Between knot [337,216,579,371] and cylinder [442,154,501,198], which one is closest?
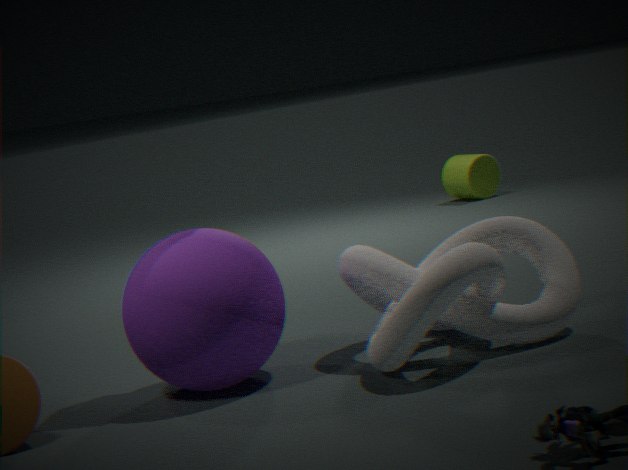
knot [337,216,579,371]
